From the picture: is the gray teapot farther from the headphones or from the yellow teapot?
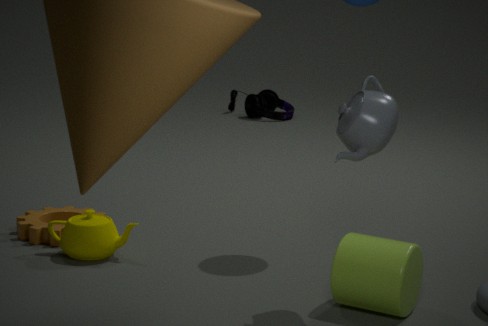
the headphones
